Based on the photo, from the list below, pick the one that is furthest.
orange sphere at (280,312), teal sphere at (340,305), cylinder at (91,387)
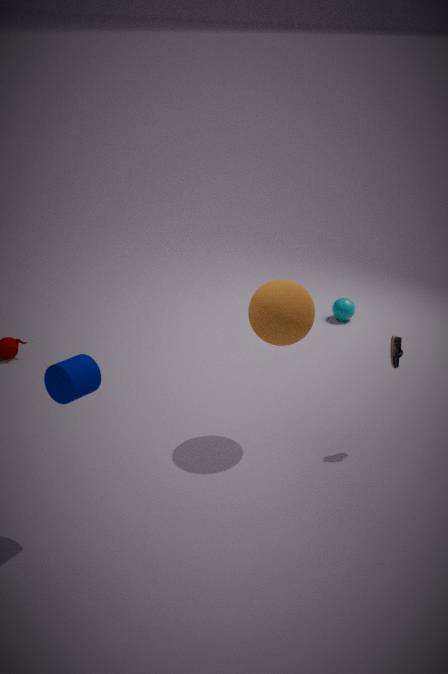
teal sphere at (340,305)
